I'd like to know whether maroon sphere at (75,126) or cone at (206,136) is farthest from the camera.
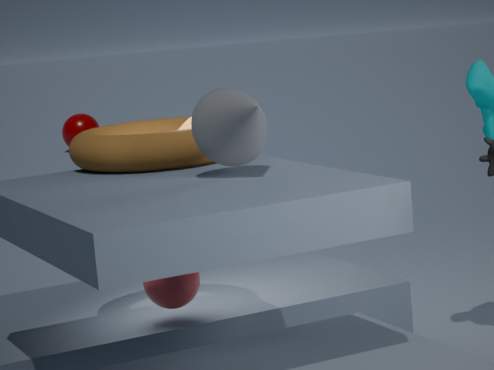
maroon sphere at (75,126)
